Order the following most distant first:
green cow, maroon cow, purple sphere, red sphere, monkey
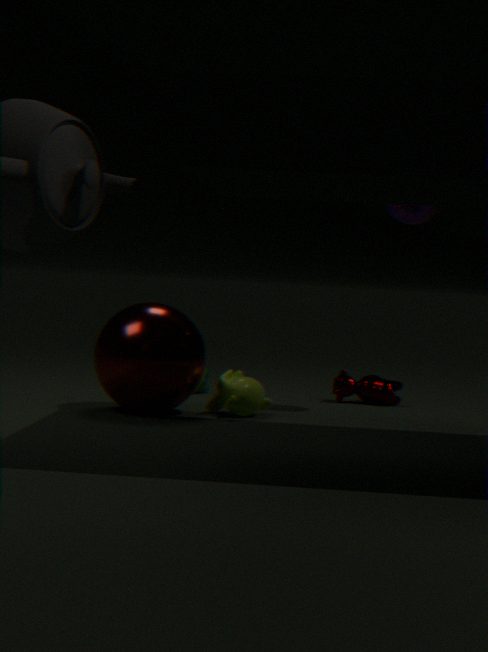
green cow → maroon cow → purple sphere → monkey → red sphere
